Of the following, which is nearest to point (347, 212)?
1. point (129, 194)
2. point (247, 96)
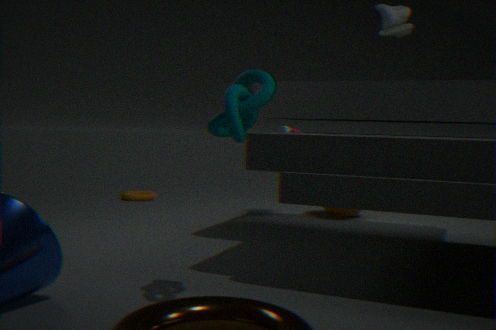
point (129, 194)
